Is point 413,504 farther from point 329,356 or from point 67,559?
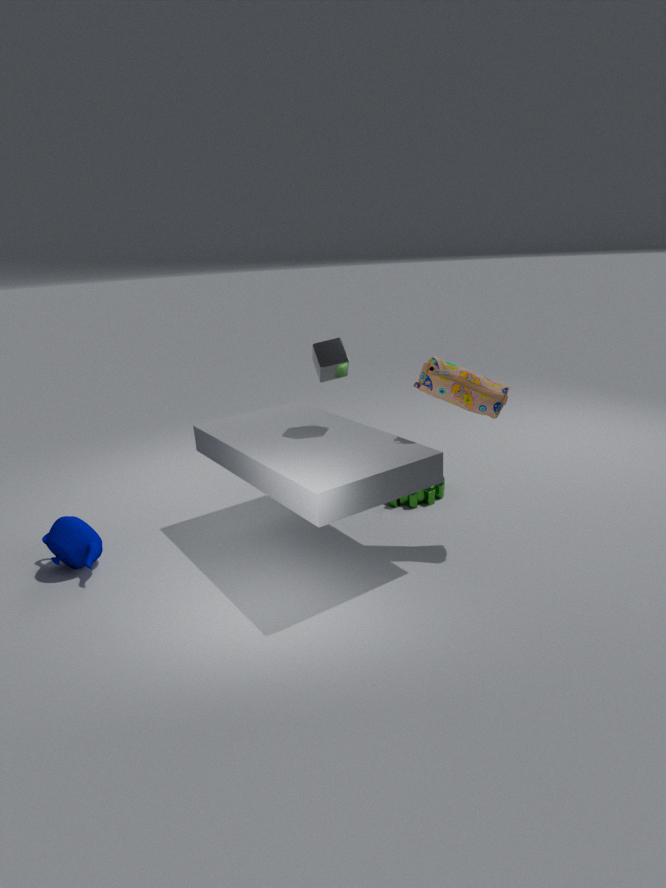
point 67,559
